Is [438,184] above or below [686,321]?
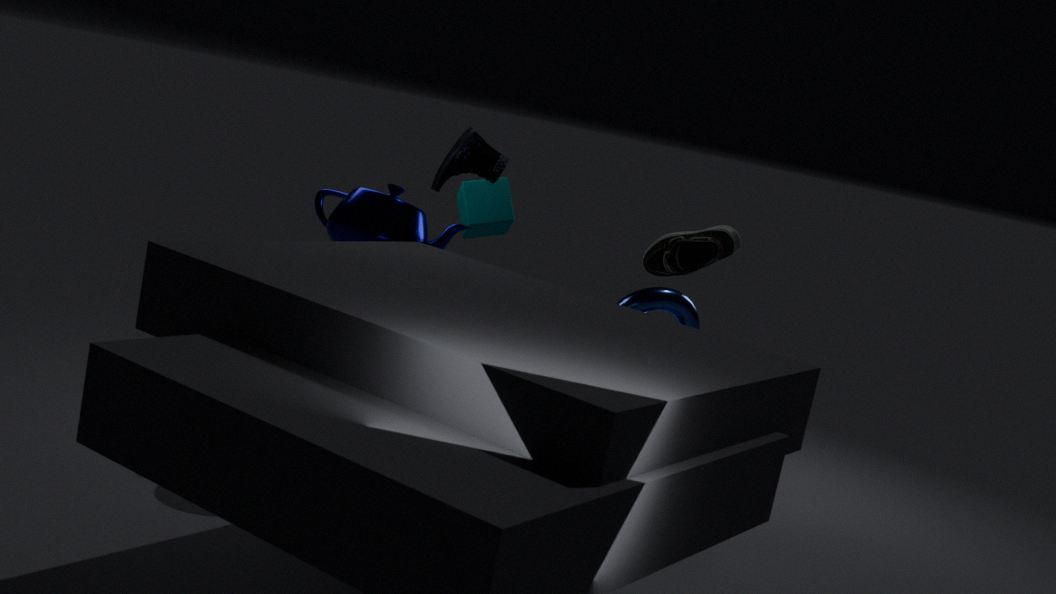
above
